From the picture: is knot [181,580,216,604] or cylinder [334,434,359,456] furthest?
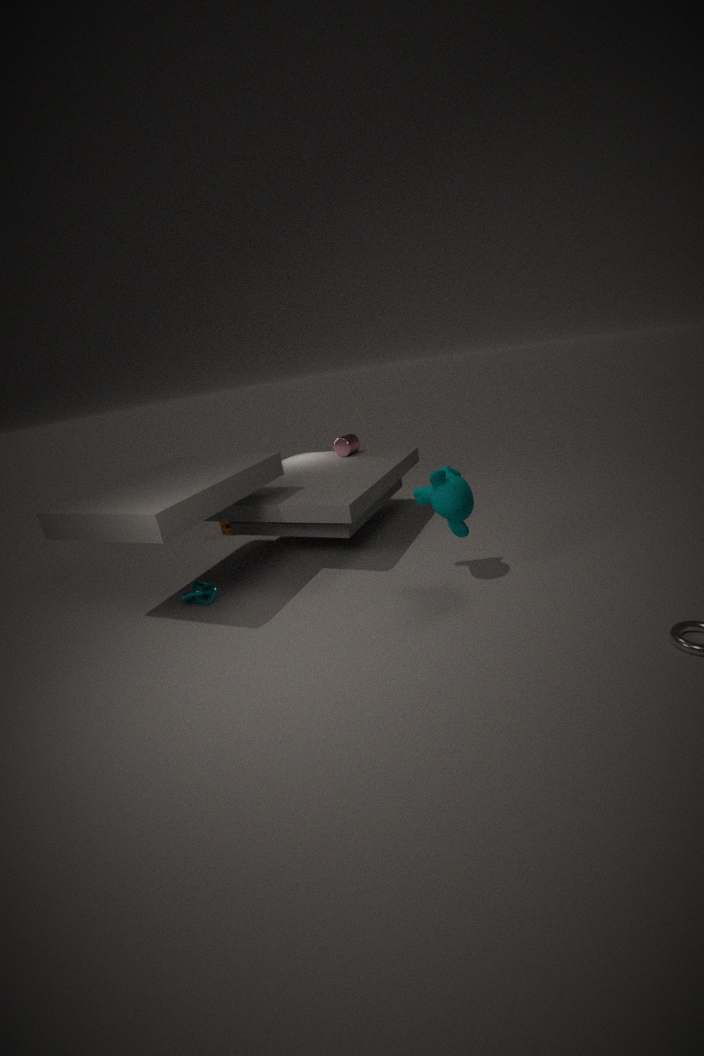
cylinder [334,434,359,456]
